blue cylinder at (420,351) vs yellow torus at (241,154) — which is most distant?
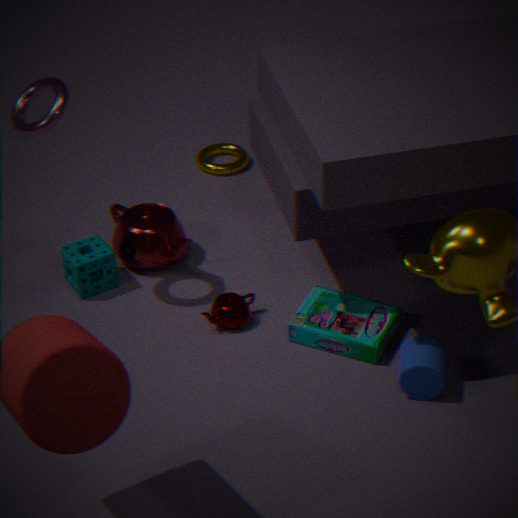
yellow torus at (241,154)
